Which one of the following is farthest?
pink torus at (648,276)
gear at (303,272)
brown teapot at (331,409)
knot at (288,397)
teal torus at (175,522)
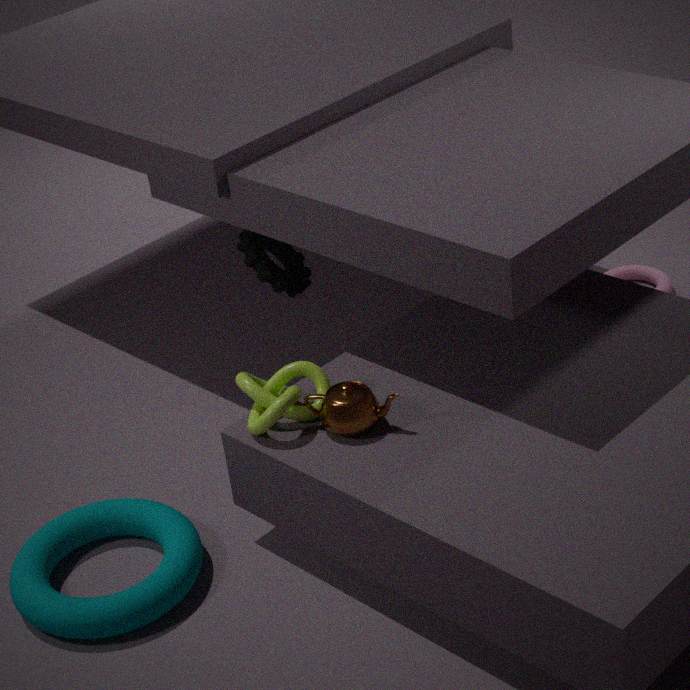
pink torus at (648,276)
